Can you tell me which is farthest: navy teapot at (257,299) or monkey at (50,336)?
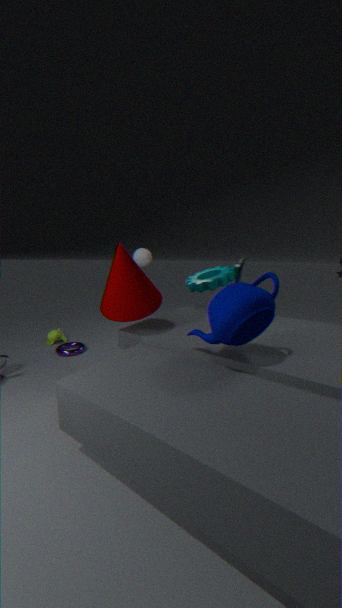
monkey at (50,336)
